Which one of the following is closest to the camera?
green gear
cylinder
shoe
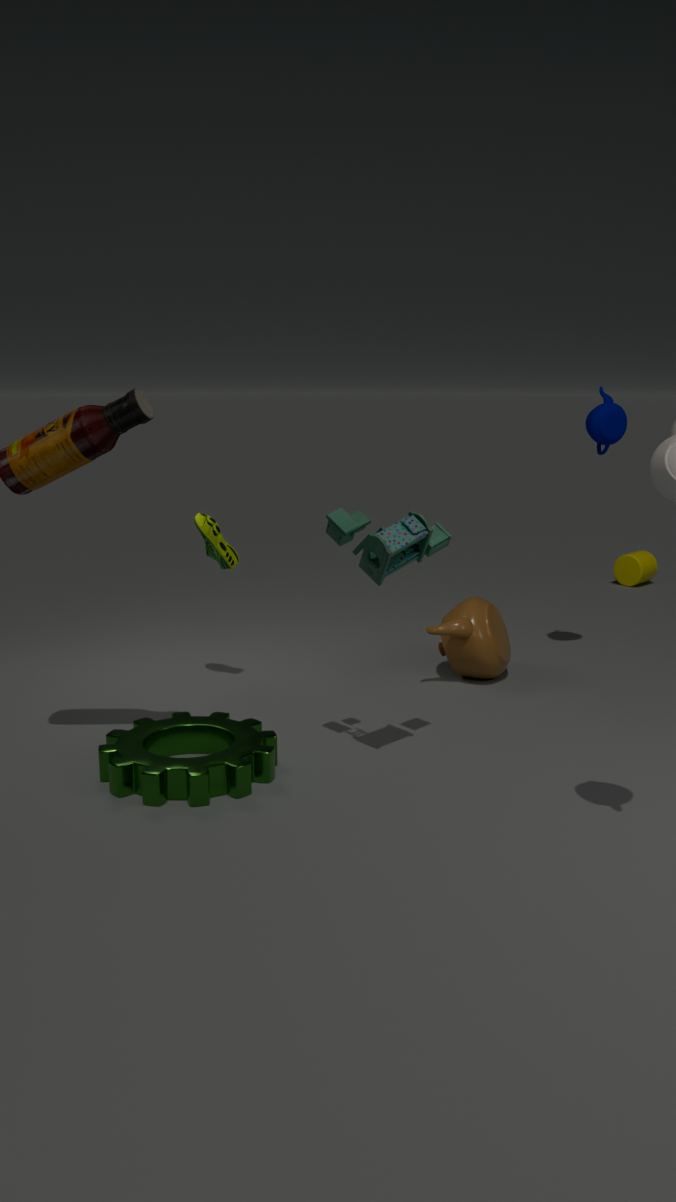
green gear
